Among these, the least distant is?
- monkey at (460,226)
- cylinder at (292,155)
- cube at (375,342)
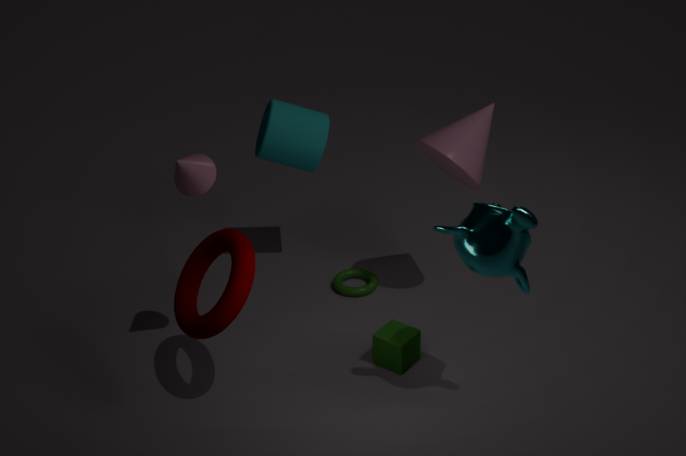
monkey at (460,226)
